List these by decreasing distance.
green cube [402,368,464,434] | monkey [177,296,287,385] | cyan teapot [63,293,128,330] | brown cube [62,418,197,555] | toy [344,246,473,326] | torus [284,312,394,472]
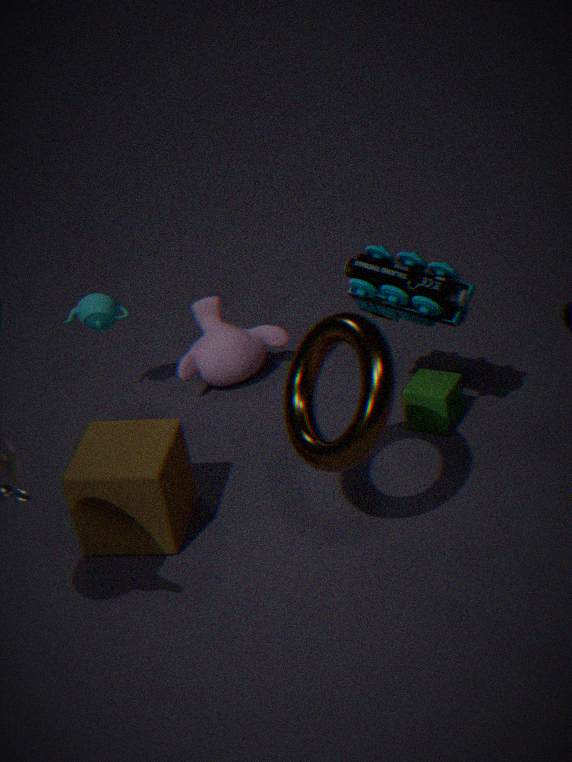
monkey [177,296,287,385]
cyan teapot [63,293,128,330]
green cube [402,368,464,434]
toy [344,246,473,326]
brown cube [62,418,197,555]
torus [284,312,394,472]
